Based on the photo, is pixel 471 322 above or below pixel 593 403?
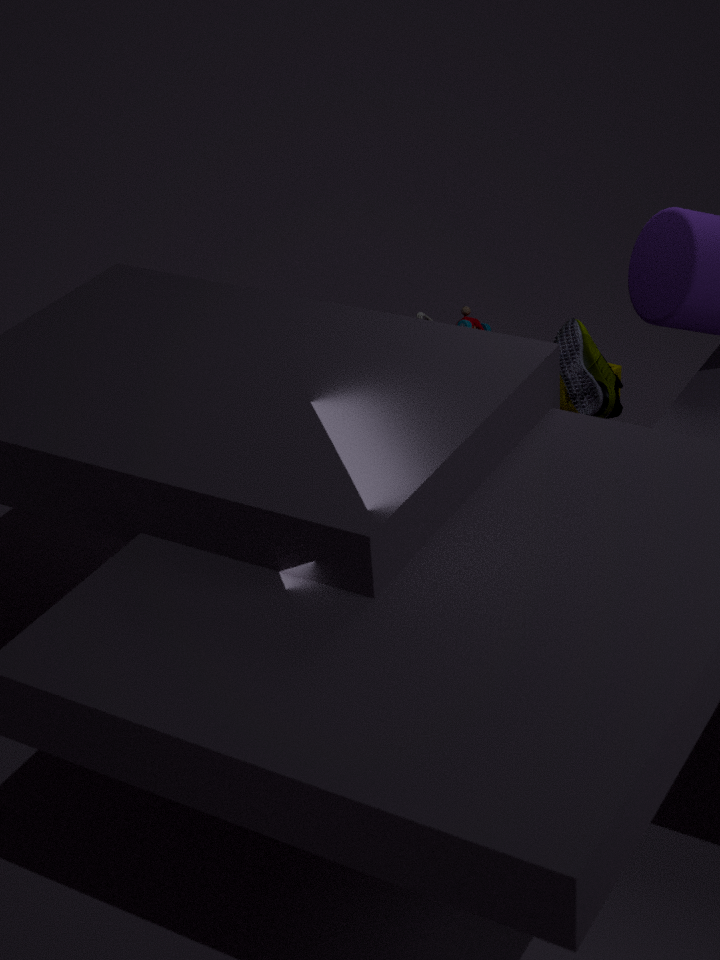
below
